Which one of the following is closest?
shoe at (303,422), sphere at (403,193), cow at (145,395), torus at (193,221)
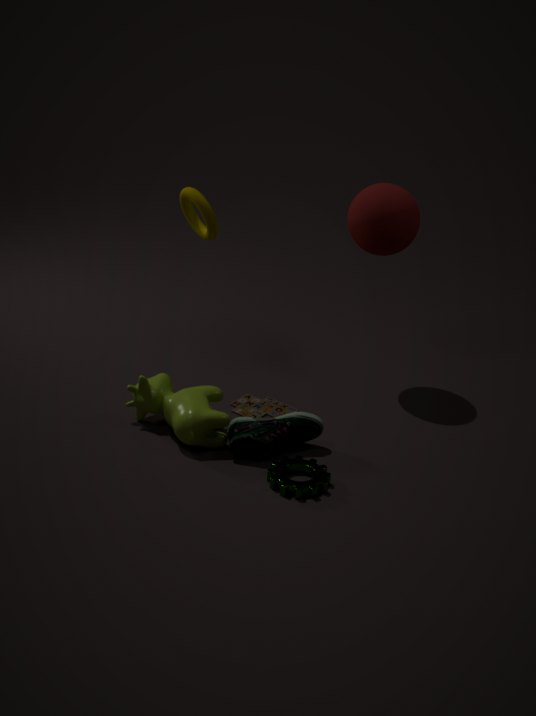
shoe at (303,422)
